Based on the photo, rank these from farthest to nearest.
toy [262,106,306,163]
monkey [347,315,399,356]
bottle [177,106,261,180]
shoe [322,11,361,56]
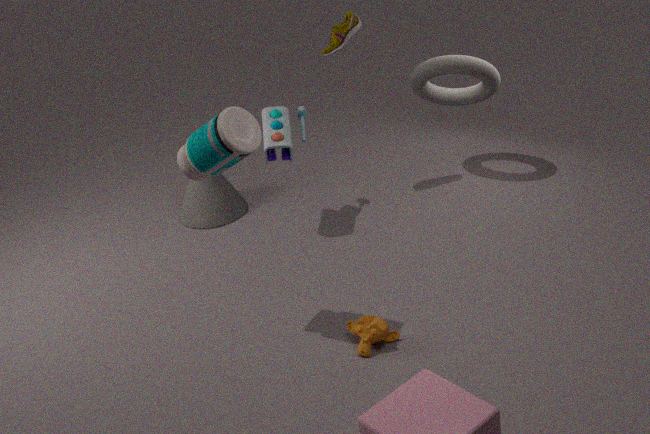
shoe [322,11,361,56] → toy [262,106,306,163] → monkey [347,315,399,356] → bottle [177,106,261,180]
